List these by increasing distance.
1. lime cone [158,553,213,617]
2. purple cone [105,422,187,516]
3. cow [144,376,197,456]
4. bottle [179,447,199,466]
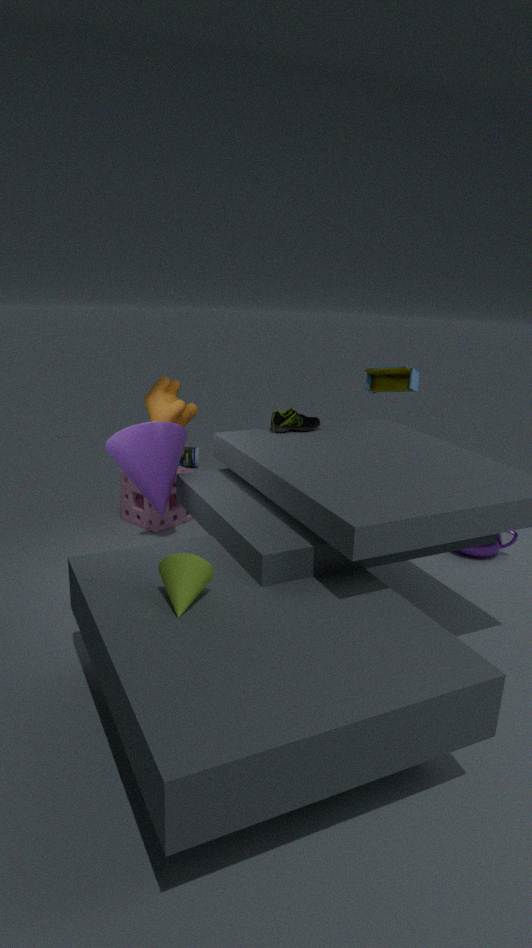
lime cone [158,553,213,617] < purple cone [105,422,187,516] < cow [144,376,197,456] < bottle [179,447,199,466]
